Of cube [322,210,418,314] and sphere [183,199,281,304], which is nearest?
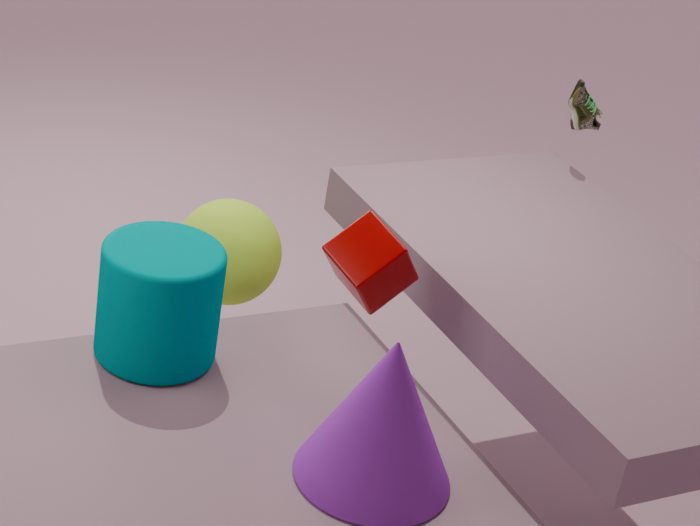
cube [322,210,418,314]
